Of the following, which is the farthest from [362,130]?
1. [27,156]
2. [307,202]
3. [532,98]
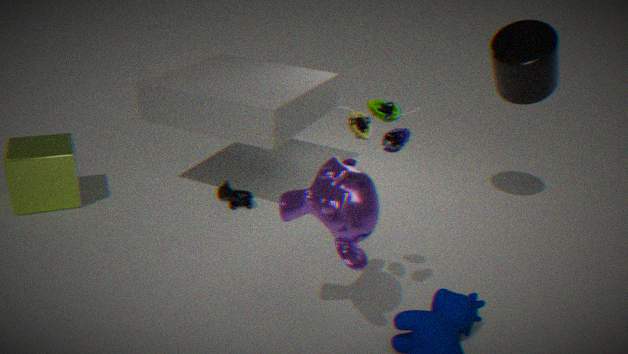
[27,156]
